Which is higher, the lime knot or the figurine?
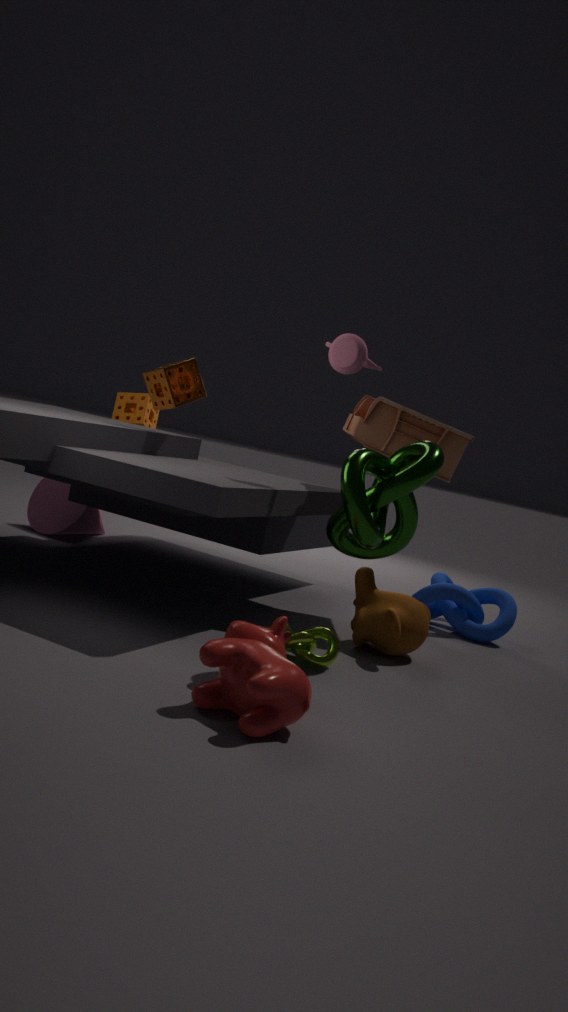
the figurine
